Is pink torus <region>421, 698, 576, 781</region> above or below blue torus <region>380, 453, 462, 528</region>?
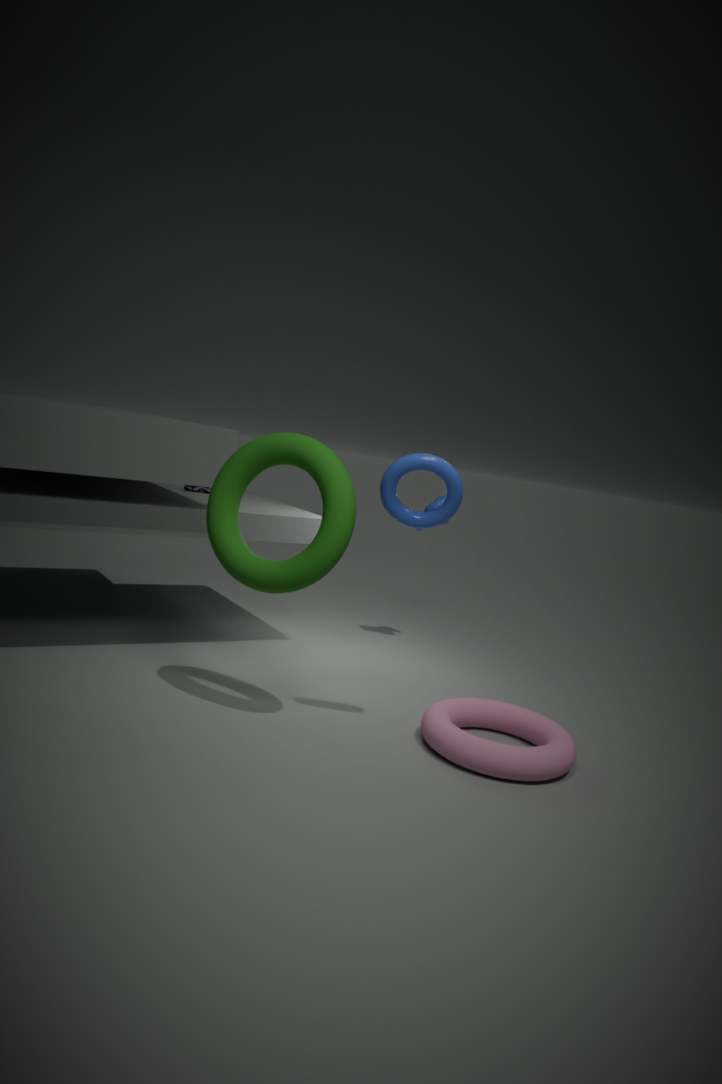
below
